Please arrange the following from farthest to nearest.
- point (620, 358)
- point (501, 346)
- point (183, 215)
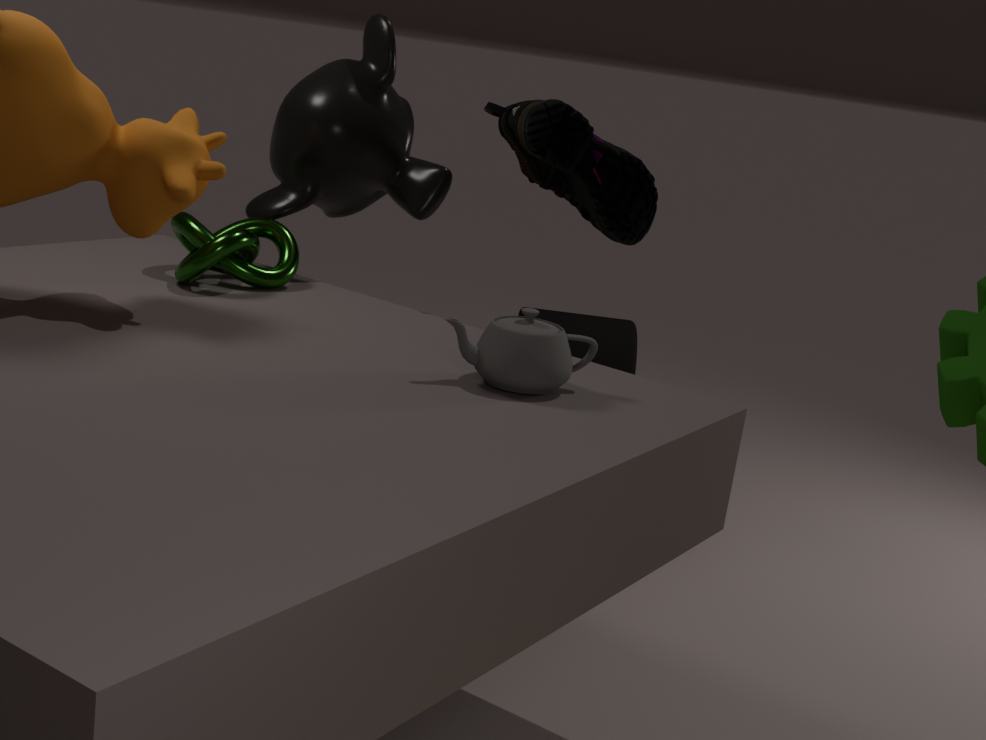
point (620, 358)
point (183, 215)
point (501, 346)
